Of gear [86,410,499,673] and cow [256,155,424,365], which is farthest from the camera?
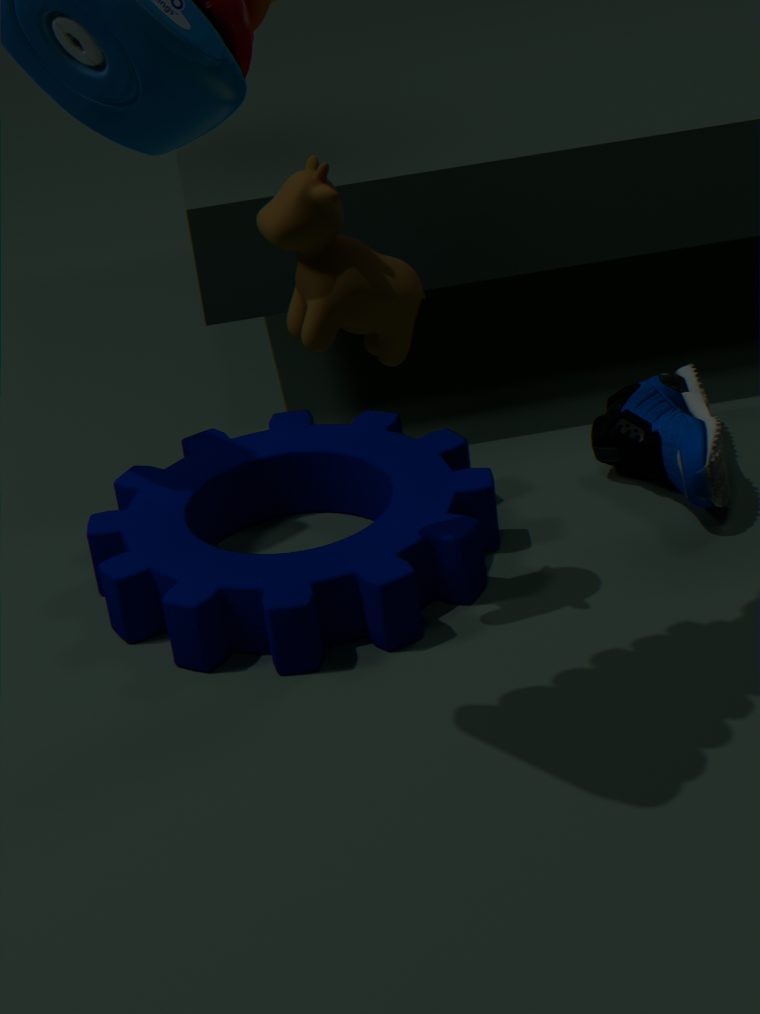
gear [86,410,499,673]
